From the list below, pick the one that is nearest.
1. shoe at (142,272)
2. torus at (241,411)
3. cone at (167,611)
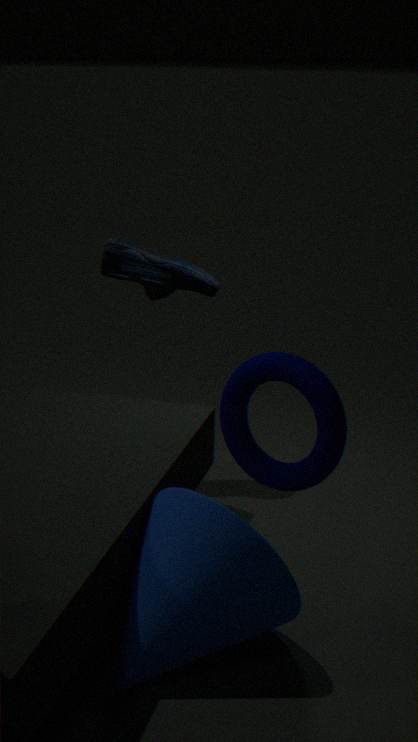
torus at (241,411)
